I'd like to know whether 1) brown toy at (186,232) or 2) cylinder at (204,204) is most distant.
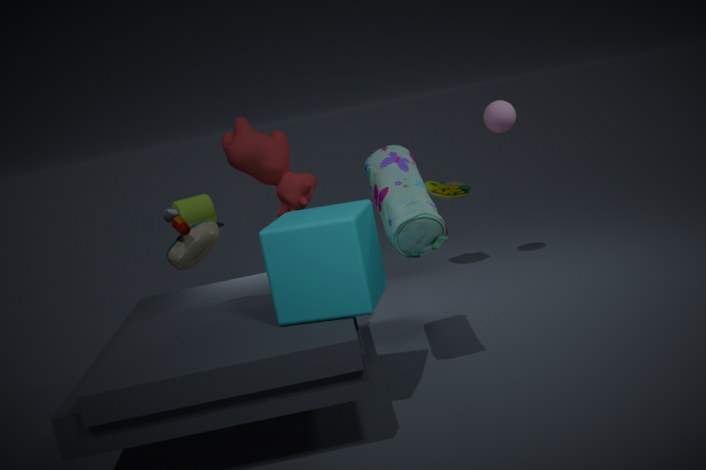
2. cylinder at (204,204)
